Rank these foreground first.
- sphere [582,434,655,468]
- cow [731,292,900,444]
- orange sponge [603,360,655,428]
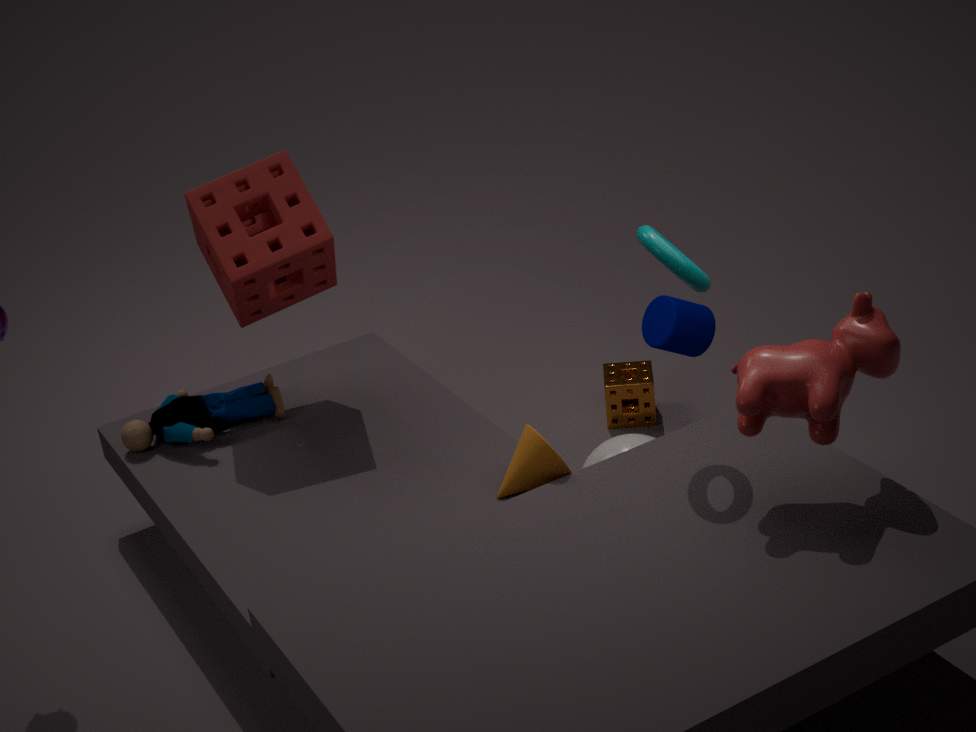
cow [731,292,900,444] < sphere [582,434,655,468] < orange sponge [603,360,655,428]
